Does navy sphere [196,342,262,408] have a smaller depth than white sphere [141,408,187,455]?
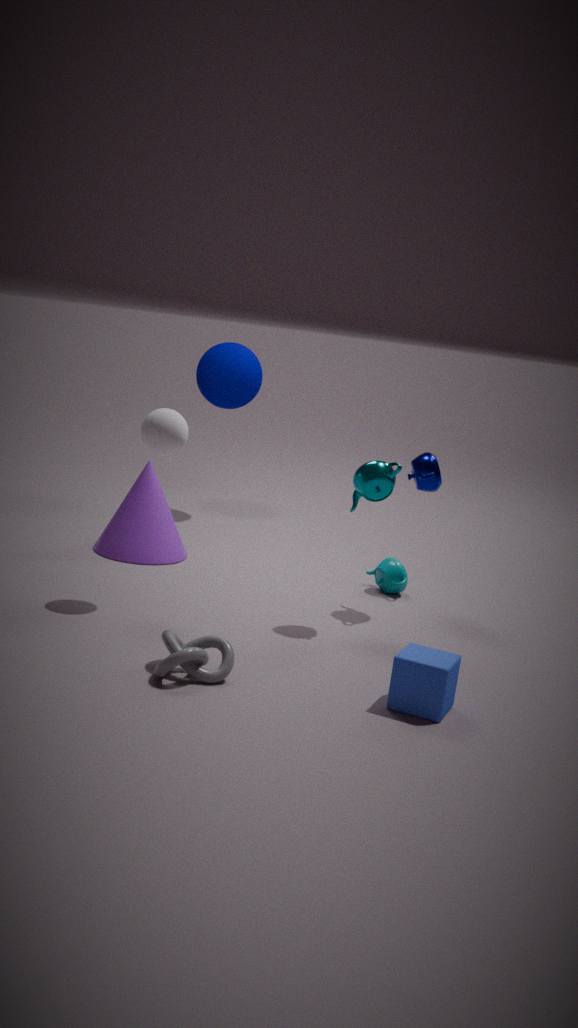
A: No
